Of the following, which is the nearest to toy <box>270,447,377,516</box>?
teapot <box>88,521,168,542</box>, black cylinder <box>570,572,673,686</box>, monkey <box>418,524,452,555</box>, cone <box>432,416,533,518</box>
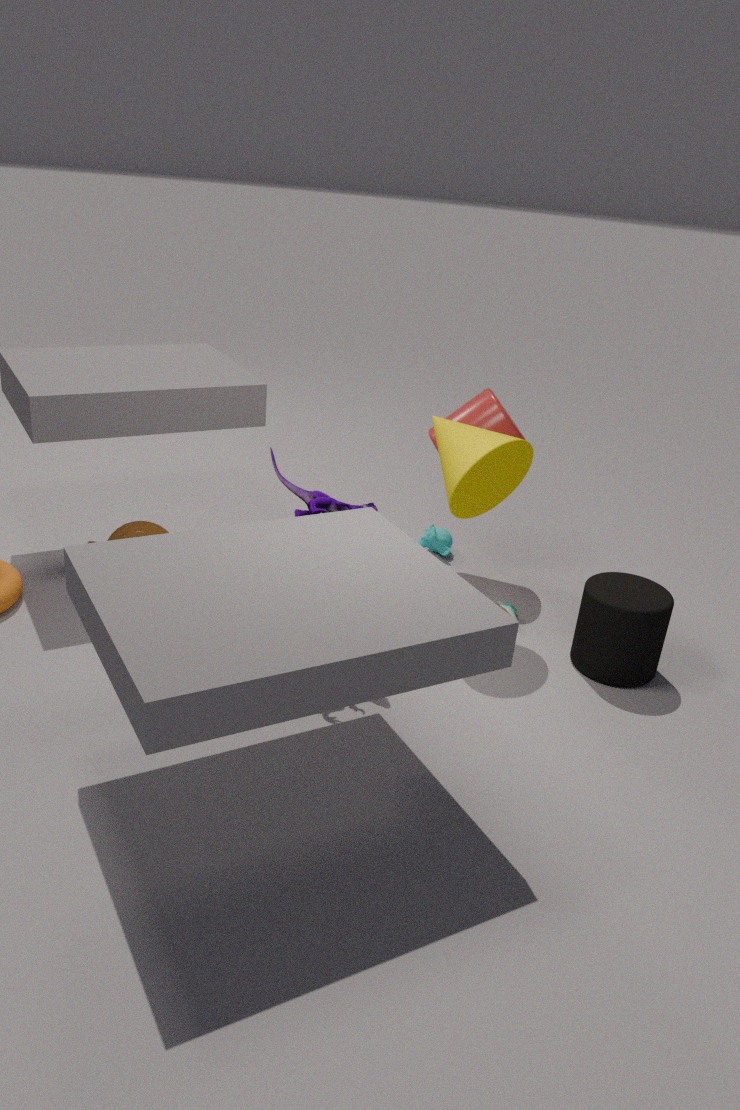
cone <box>432,416,533,518</box>
